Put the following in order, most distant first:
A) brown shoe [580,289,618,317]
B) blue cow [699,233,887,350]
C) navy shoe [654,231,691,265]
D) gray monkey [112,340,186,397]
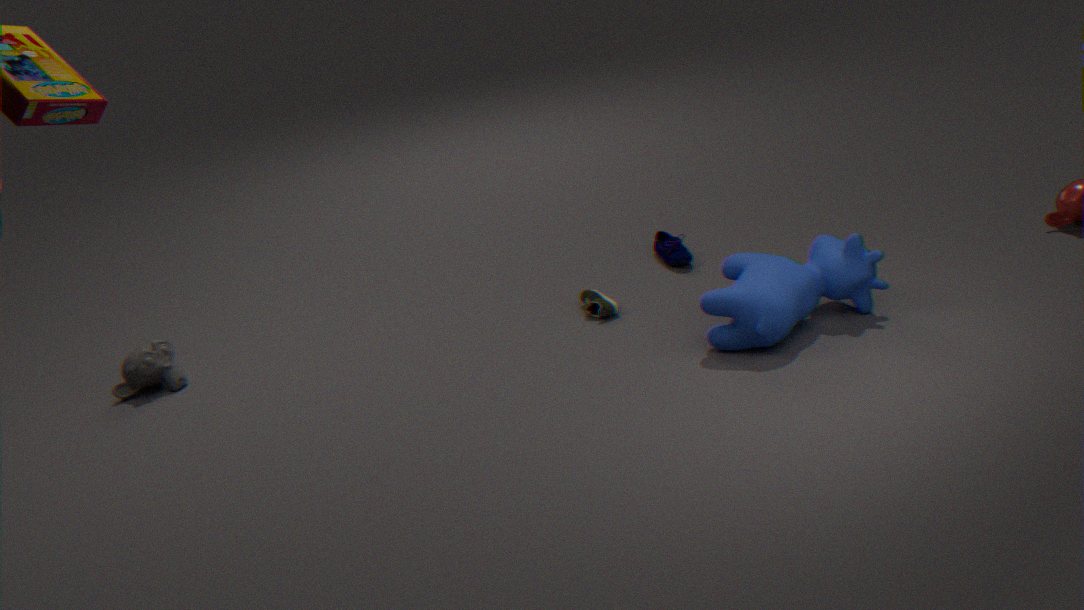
1. navy shoe [654,231,691,265]
2. gray monkey [112,340,186,397]
3. brown shoe [580,289,618,317]
4. blue cow [699,233,887,350]
